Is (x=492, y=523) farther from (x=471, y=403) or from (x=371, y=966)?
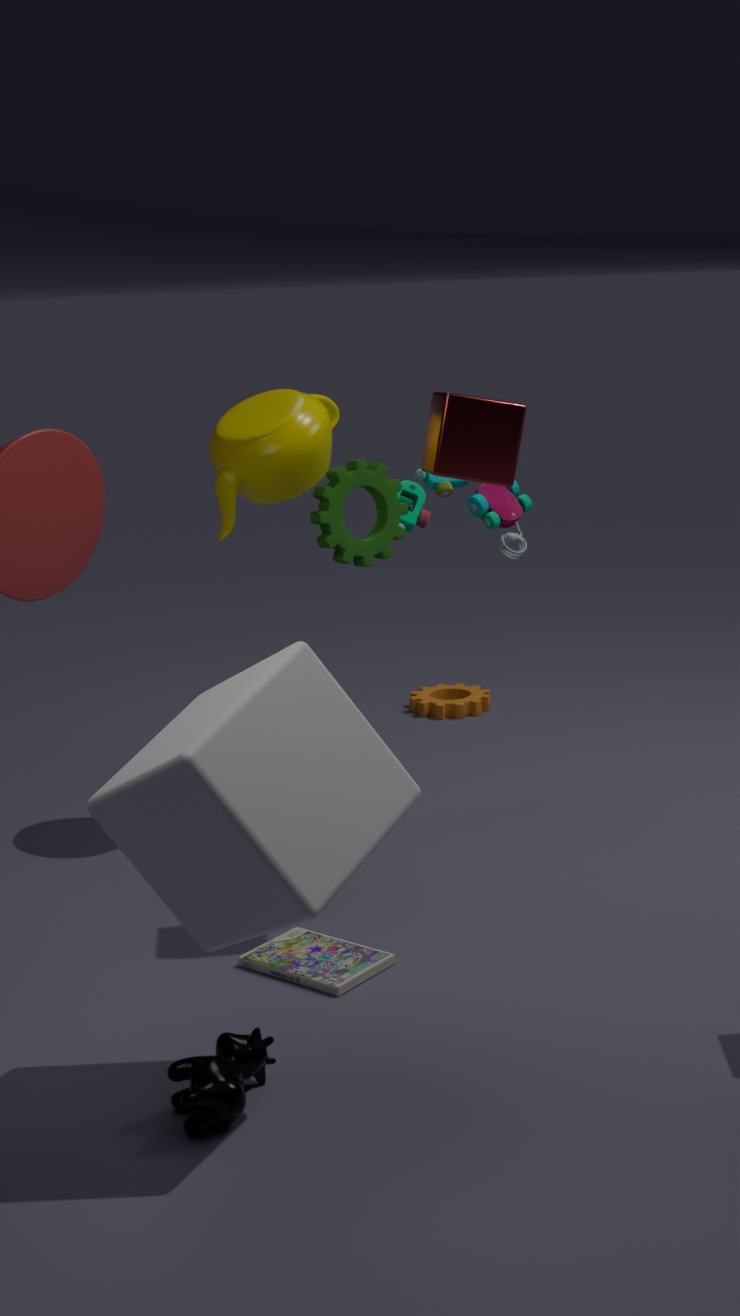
(x=371, y=966)
